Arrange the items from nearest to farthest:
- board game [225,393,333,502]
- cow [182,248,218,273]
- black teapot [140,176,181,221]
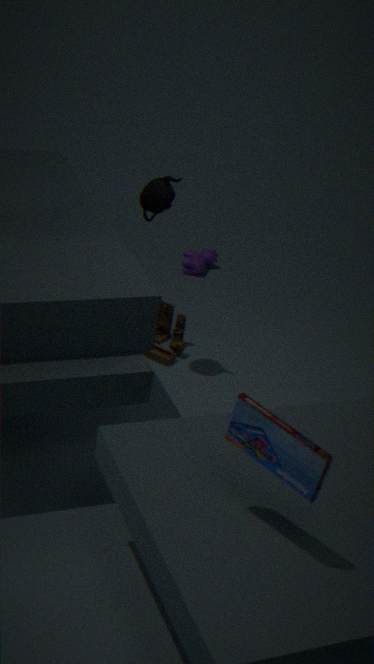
board game [225,393,333,502], black teapot [140,176,181,221], cow [182,248,218,273]
